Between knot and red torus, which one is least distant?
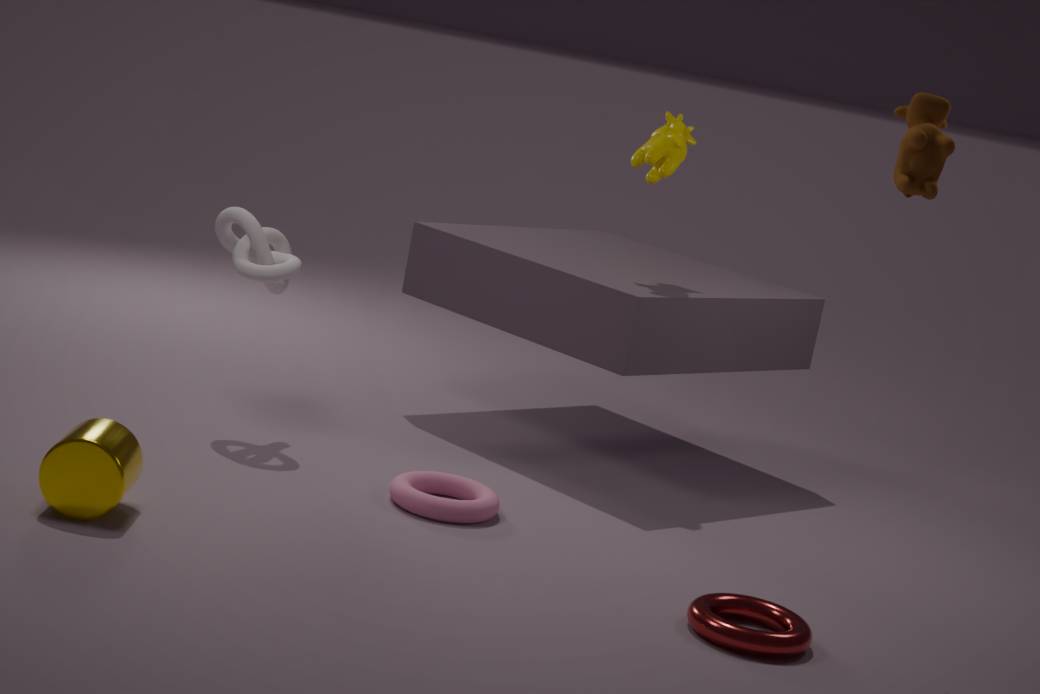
red torus
